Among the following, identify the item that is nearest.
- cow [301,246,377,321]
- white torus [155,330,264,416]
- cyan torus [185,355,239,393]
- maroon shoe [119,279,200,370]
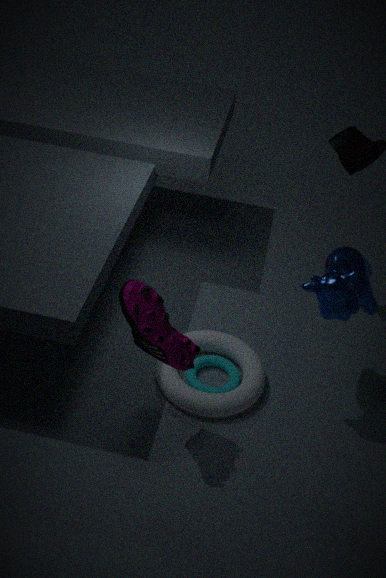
maroon shoe [119,279,200,370]
